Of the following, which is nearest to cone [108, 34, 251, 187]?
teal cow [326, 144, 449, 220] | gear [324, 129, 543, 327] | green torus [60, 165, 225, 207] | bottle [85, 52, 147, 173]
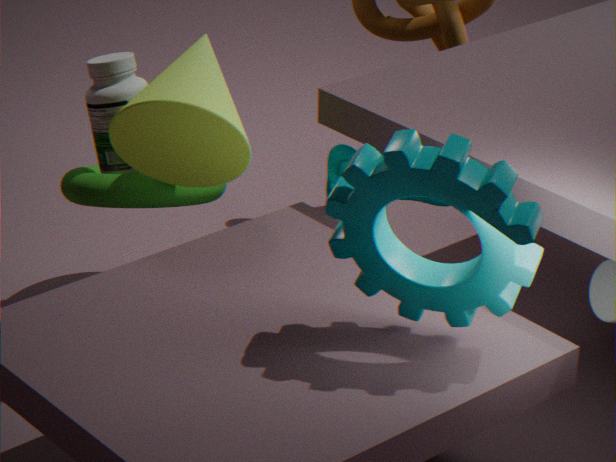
green torus [60, 165, 225, 207]
